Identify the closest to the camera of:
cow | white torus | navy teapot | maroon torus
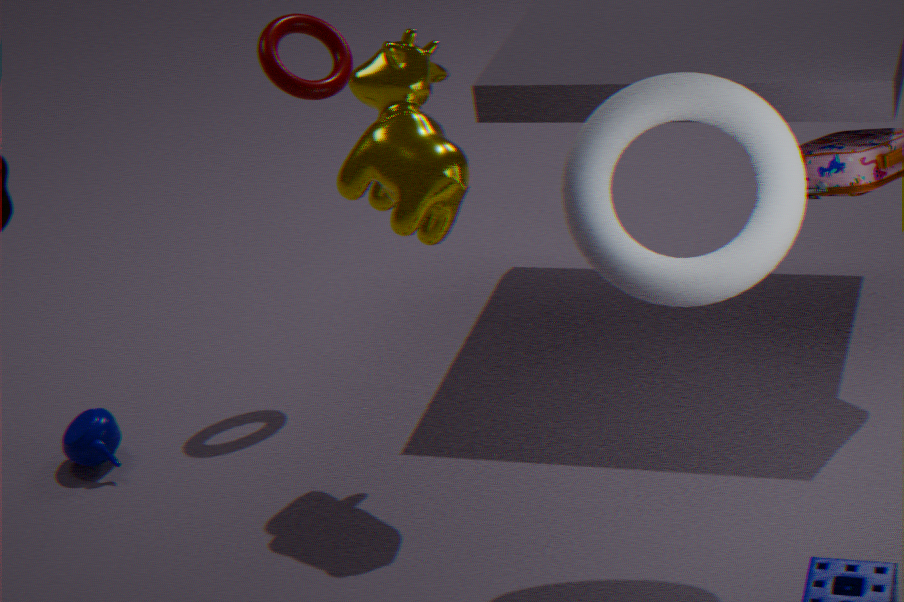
white torus
